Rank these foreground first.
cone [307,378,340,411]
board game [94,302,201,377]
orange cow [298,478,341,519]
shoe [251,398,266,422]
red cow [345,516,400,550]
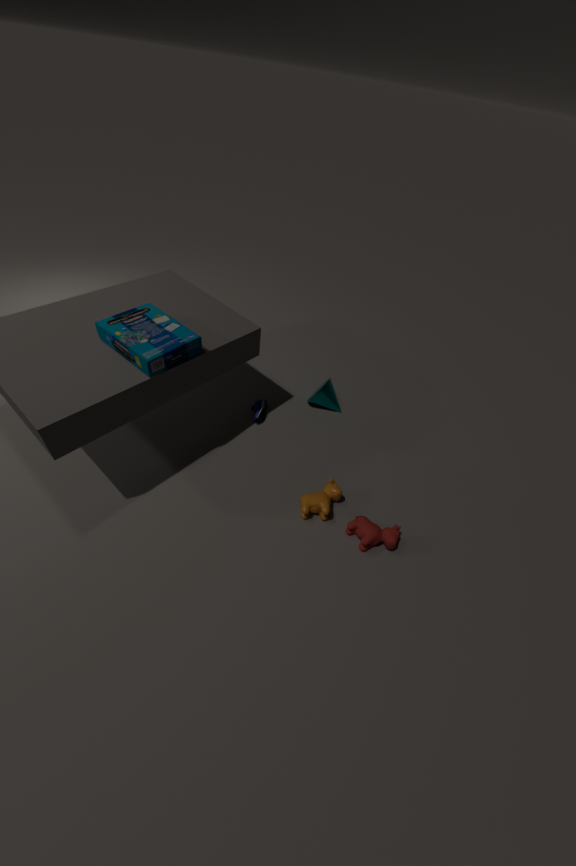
board game [94,302,201,377], red cow [345,516,400,550], orange cow [298,478,341,519], shoe [251,398,266,422], cone [307,378,340,411]
